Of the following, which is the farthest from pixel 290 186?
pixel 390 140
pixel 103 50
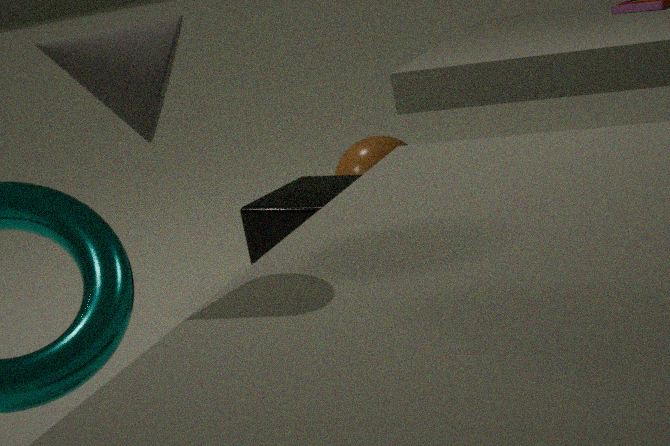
pixel 103 50
